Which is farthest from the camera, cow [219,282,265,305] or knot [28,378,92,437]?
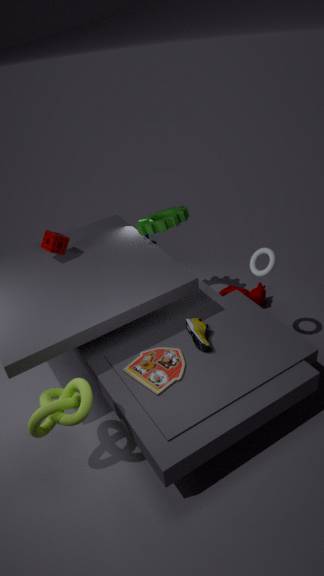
cow [219,282,265,305]
